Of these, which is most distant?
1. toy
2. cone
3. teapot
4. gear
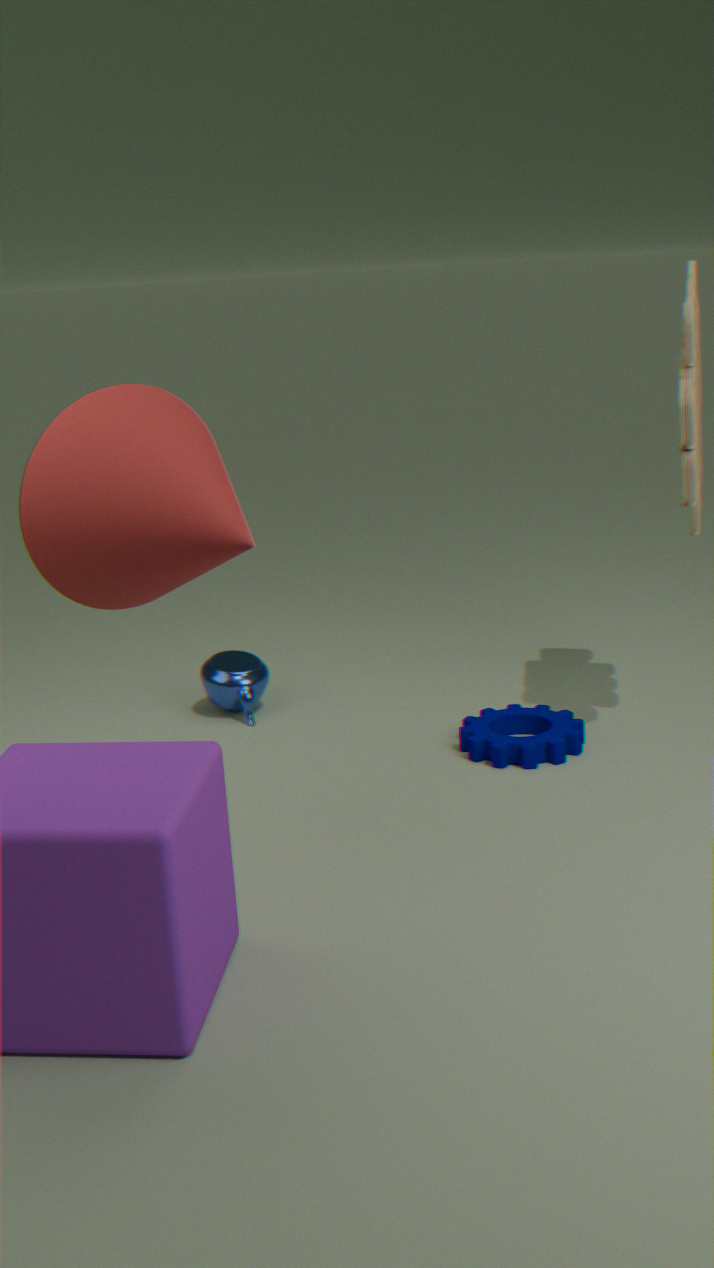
teapot
